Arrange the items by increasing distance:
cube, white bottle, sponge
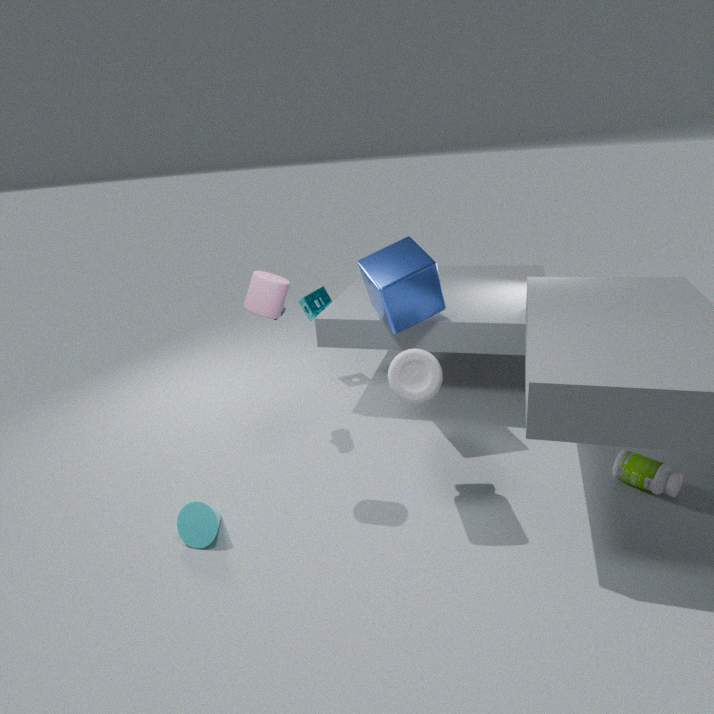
white bottle, cube, sponge
